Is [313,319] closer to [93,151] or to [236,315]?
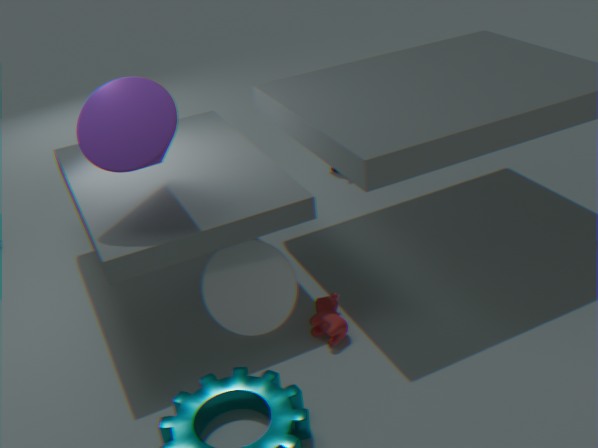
[236,315]
